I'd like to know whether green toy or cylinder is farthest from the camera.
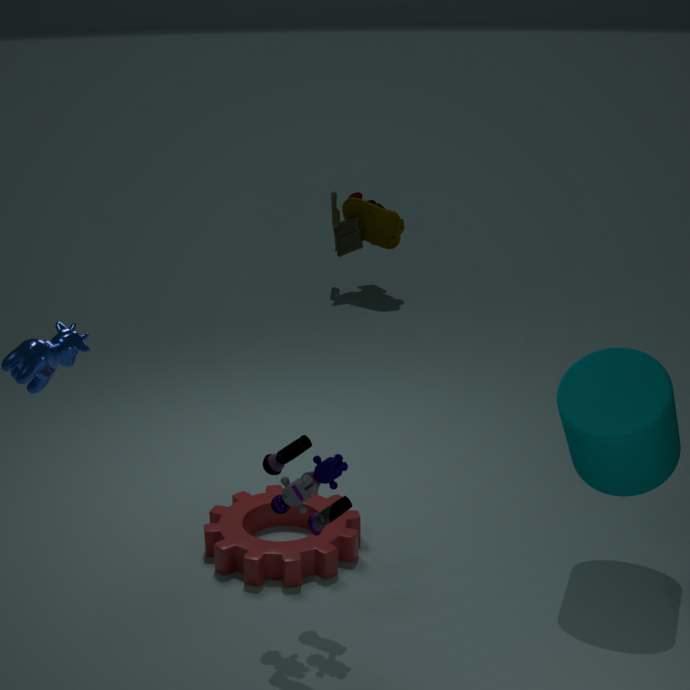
green toy
